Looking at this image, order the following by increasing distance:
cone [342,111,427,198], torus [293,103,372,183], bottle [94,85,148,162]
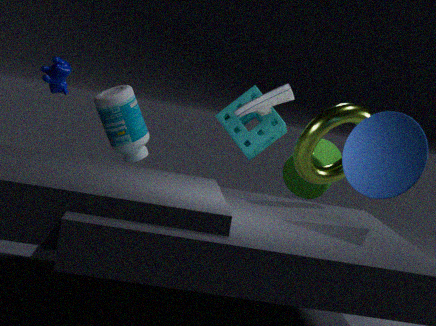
1. cone [342,111,427,198]
2. torus [293,103,372,183]
3. bottle [94,85,148,162]
